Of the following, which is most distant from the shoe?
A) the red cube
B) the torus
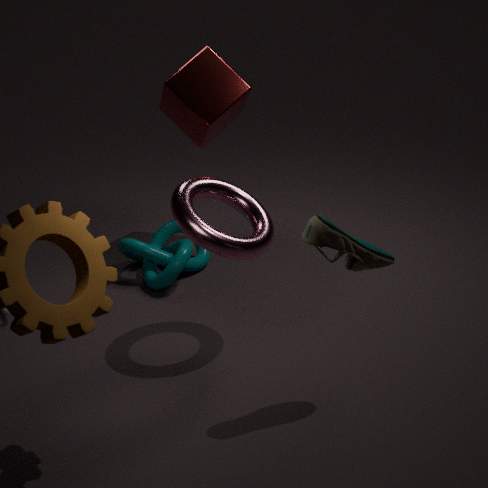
the red cube
